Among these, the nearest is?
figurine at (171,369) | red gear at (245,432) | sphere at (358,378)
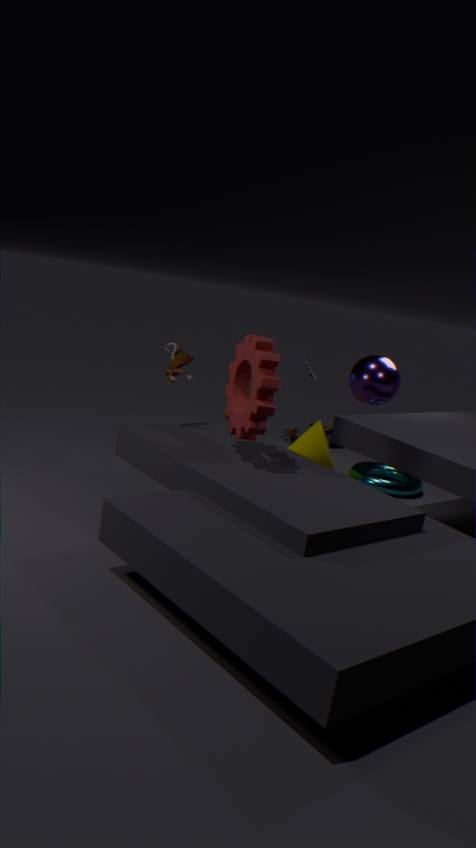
red gear at (245,432)
